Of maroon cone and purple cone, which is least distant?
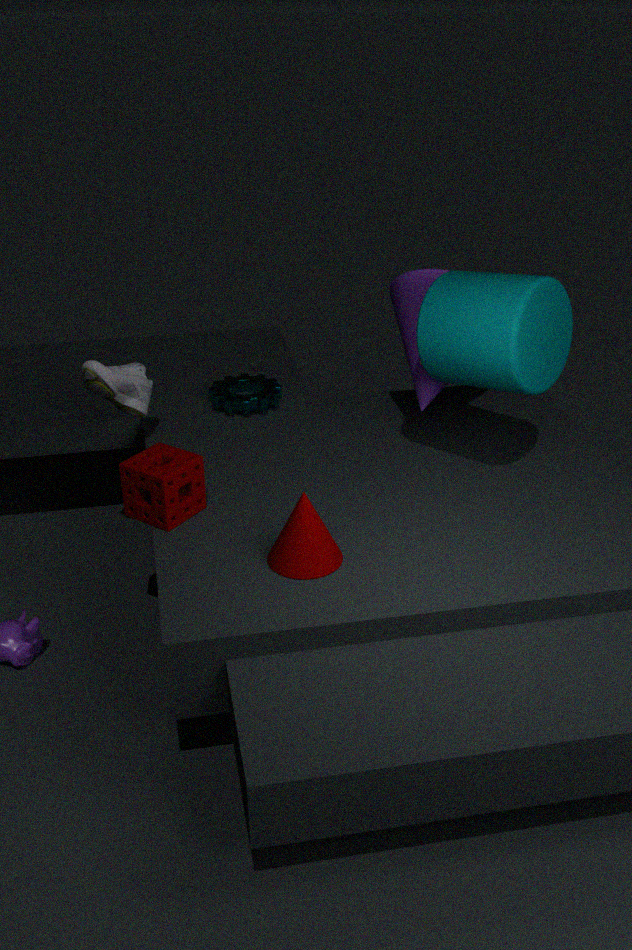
maroon cone
